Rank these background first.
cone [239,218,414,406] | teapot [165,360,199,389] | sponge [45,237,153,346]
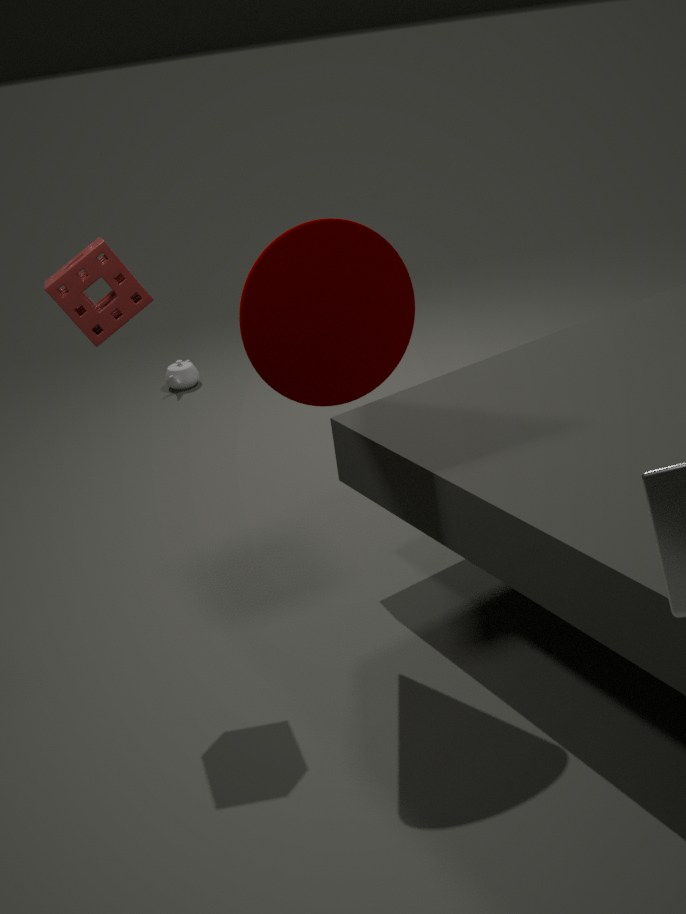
1. teapot [165,360,199,389]
2. sponge [45,237,153,346]
3. cone [239,218,414,406]
